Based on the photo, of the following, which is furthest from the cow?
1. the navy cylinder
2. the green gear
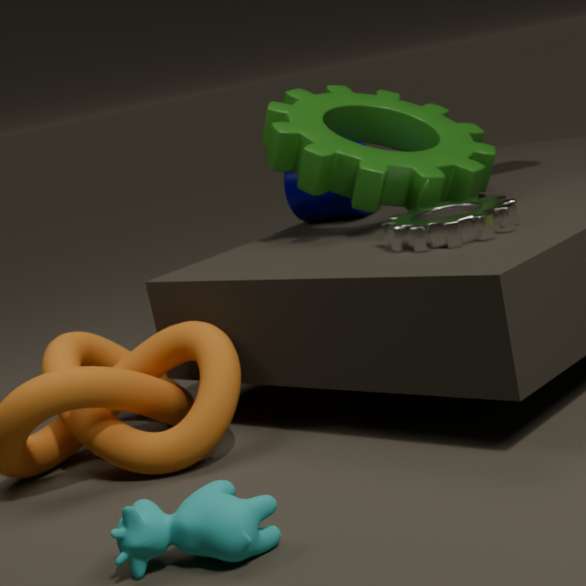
the navy cylinder
